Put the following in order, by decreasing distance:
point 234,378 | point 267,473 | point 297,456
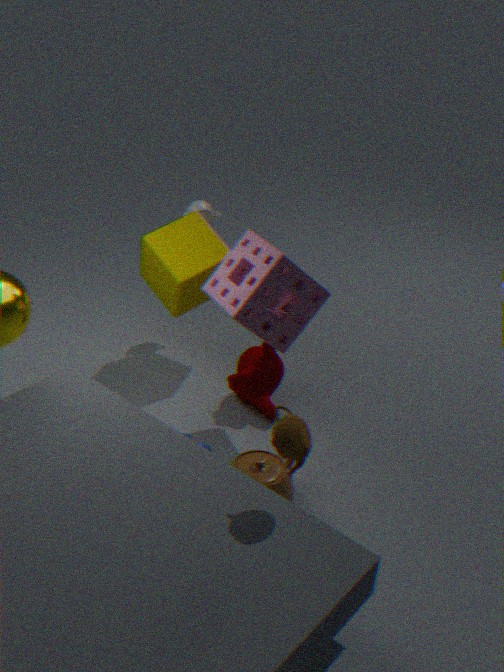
point 234,378 < point 267,473 < point 297,456
